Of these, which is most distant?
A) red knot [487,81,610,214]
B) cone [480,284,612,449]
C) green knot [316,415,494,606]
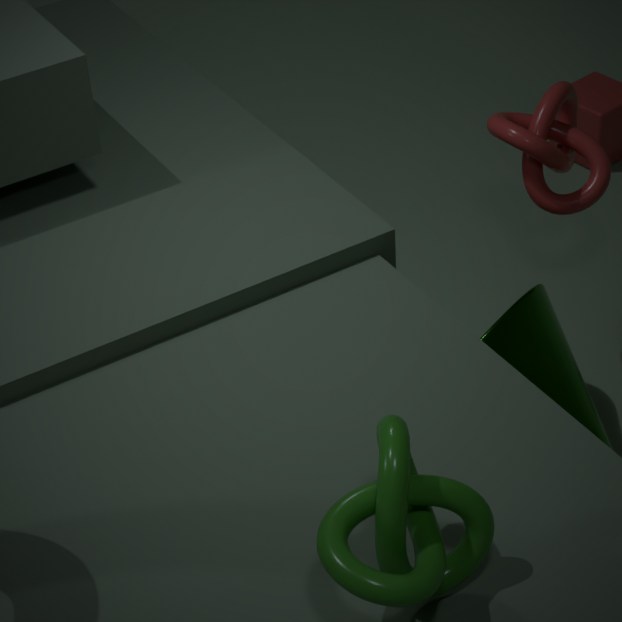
red knot [487,81,610,214]
